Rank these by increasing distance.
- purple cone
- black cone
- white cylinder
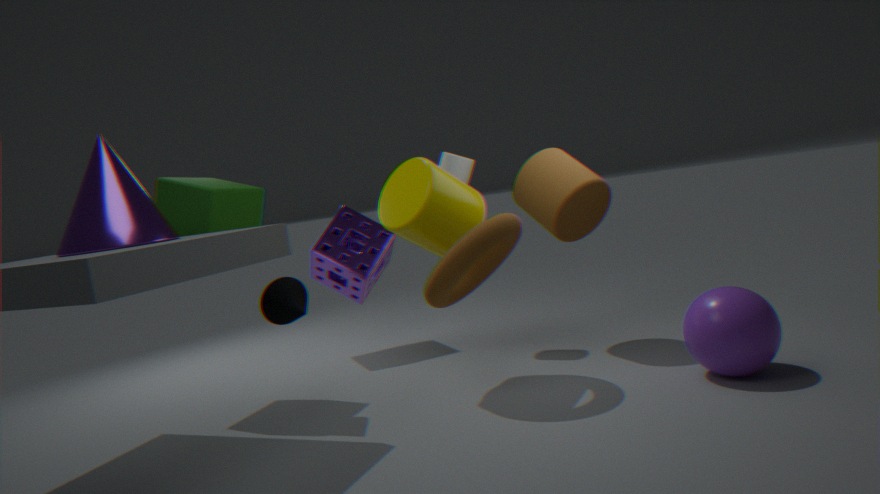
purple cone < black cone < white cylinder
